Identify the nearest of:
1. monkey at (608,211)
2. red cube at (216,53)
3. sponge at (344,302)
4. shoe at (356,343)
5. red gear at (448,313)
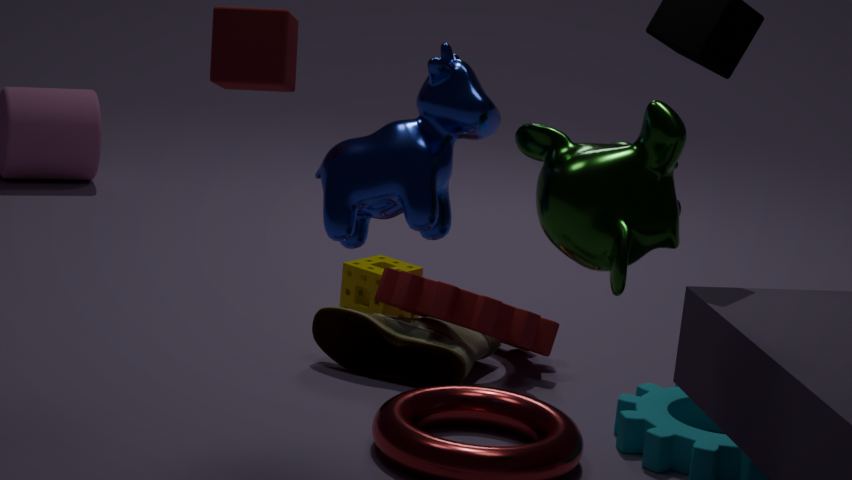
monkey at (608,211)
